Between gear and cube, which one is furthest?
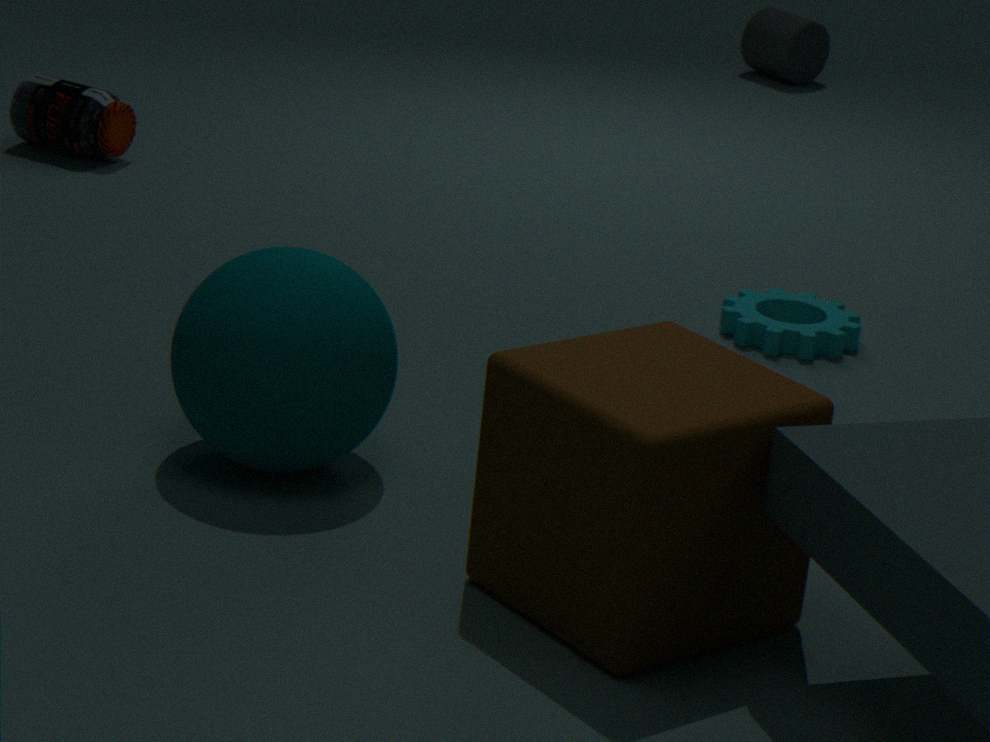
gear
